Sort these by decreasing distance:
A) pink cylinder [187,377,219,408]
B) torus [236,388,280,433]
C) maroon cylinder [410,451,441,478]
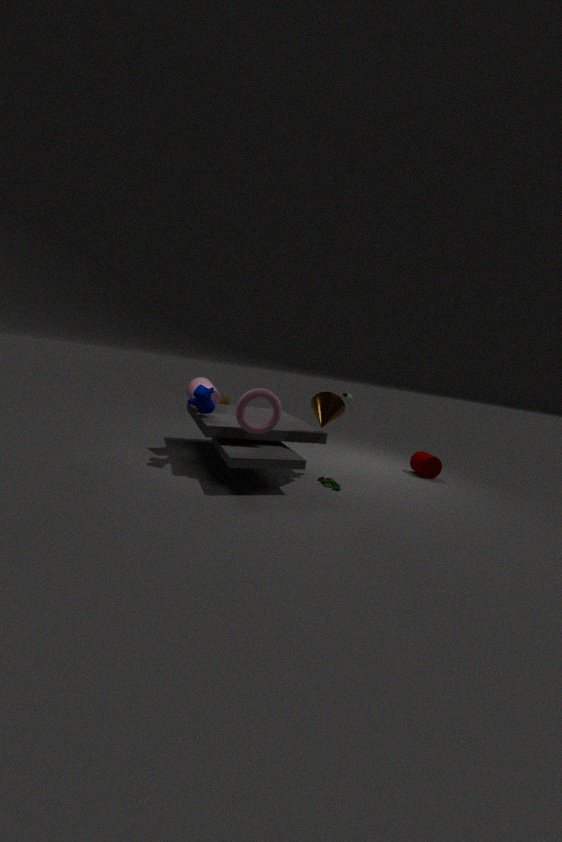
maroon cylinder [410,451,441,478]
pink cylinder [187,377,219,408]
torus [236,388,280,433]
